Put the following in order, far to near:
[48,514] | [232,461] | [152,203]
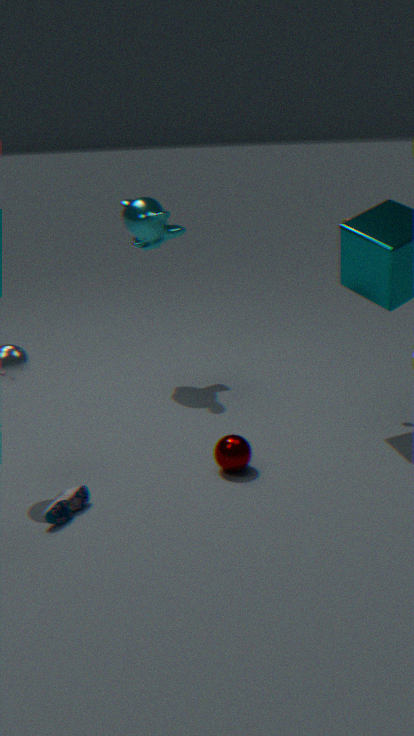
[152,203], [232,461], [48,514]
